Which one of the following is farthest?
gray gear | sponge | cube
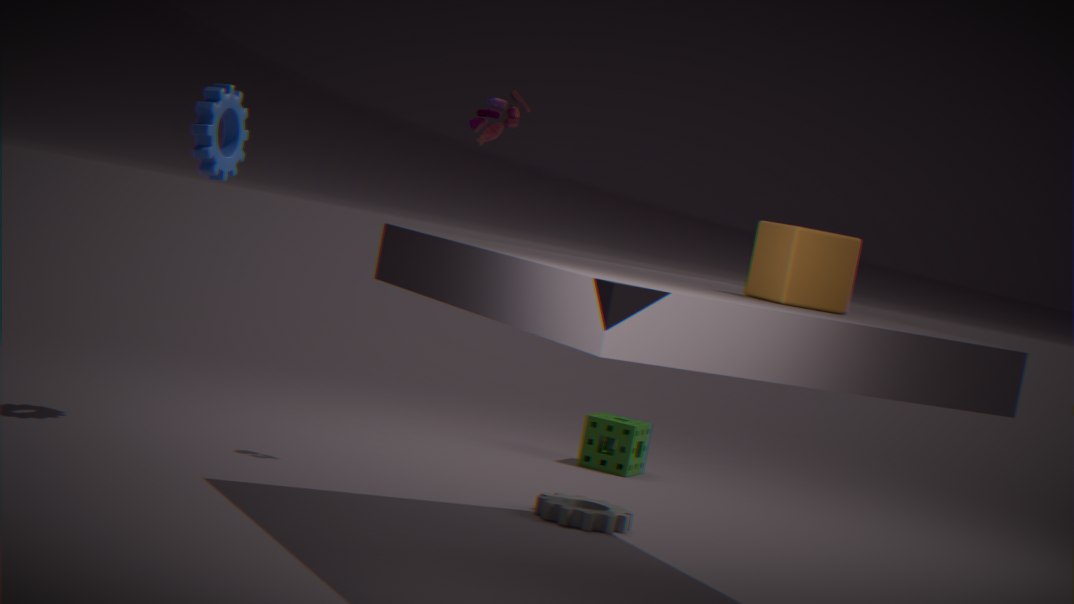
sponge
